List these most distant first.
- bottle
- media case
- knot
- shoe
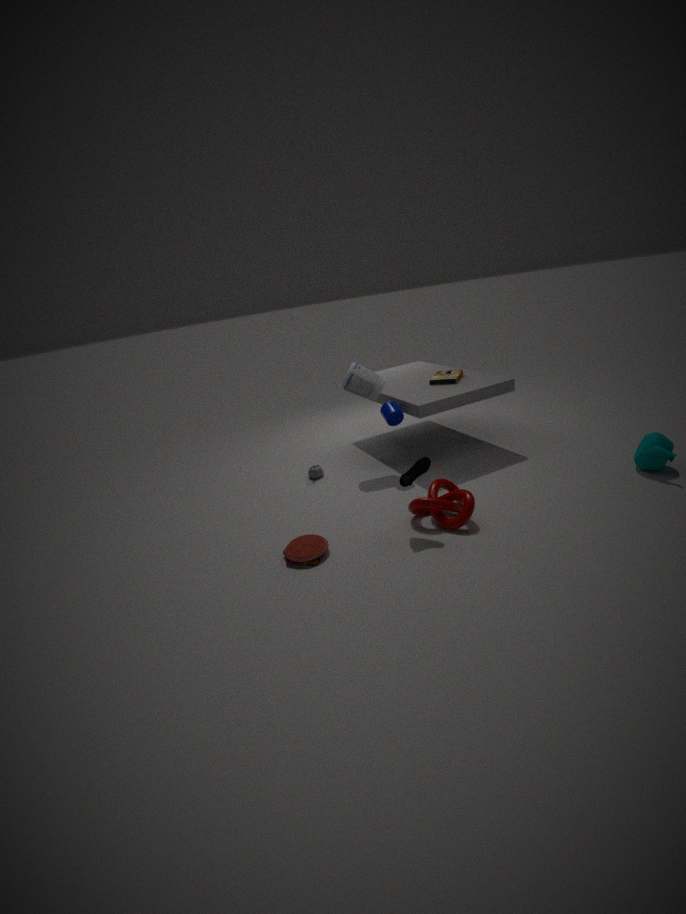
media case → bottle → knot → shoe
